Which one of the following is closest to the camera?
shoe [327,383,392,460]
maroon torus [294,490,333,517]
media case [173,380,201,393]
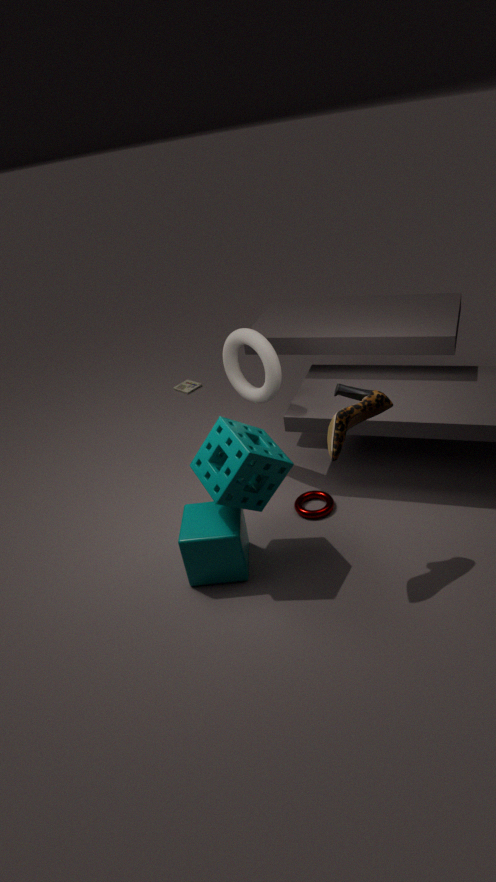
shoe [327,383,392,460]
